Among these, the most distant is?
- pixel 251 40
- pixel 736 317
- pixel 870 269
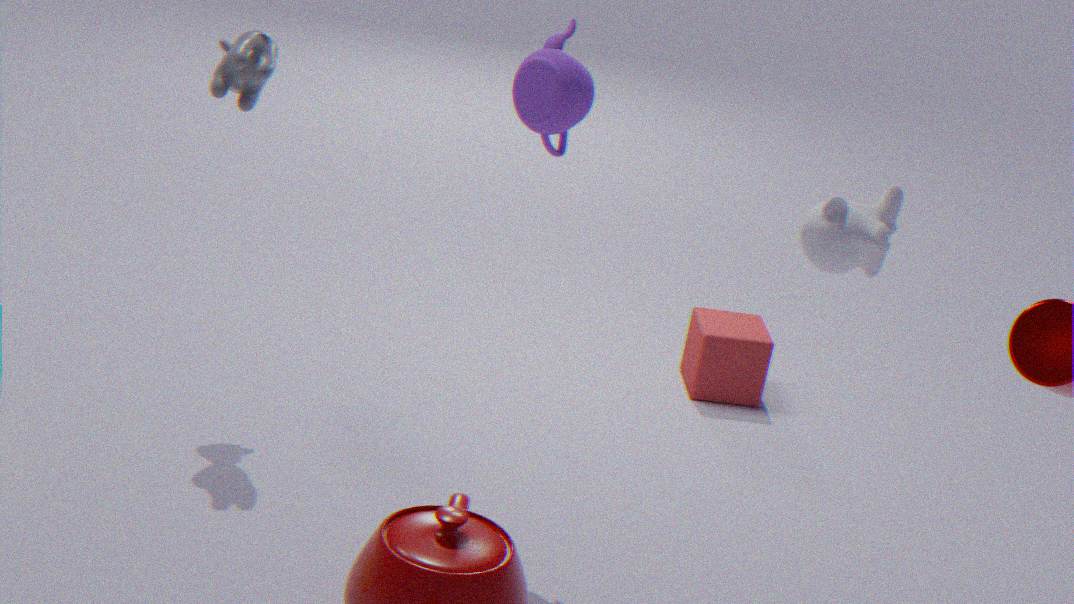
pixel 736 317
